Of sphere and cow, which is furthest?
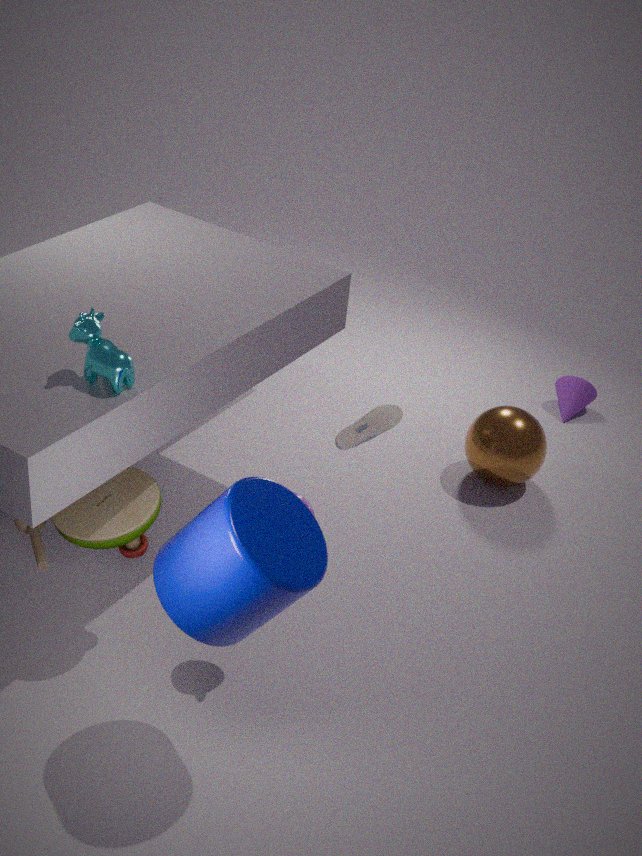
sphere
